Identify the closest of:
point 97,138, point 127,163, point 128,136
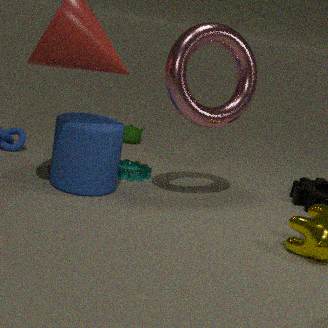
point 97,138
